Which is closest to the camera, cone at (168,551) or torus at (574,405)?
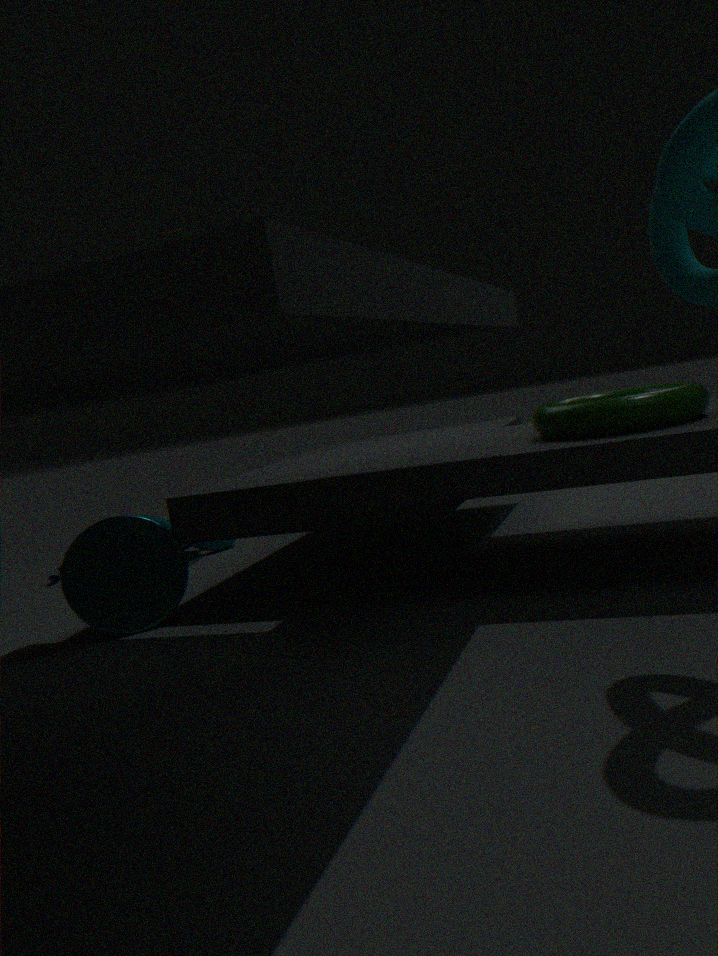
torus at (574,405)
